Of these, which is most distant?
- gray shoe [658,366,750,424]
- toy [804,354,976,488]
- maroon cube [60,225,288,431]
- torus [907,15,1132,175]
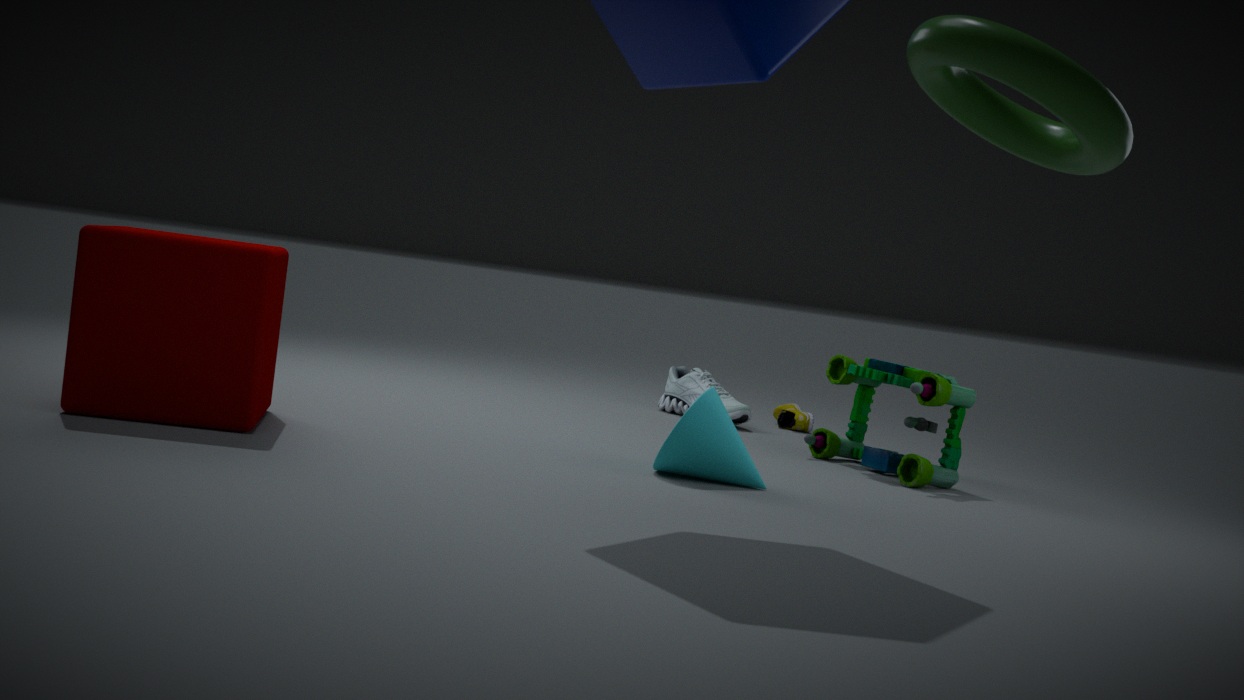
gray shoe [658,366,750,424]
